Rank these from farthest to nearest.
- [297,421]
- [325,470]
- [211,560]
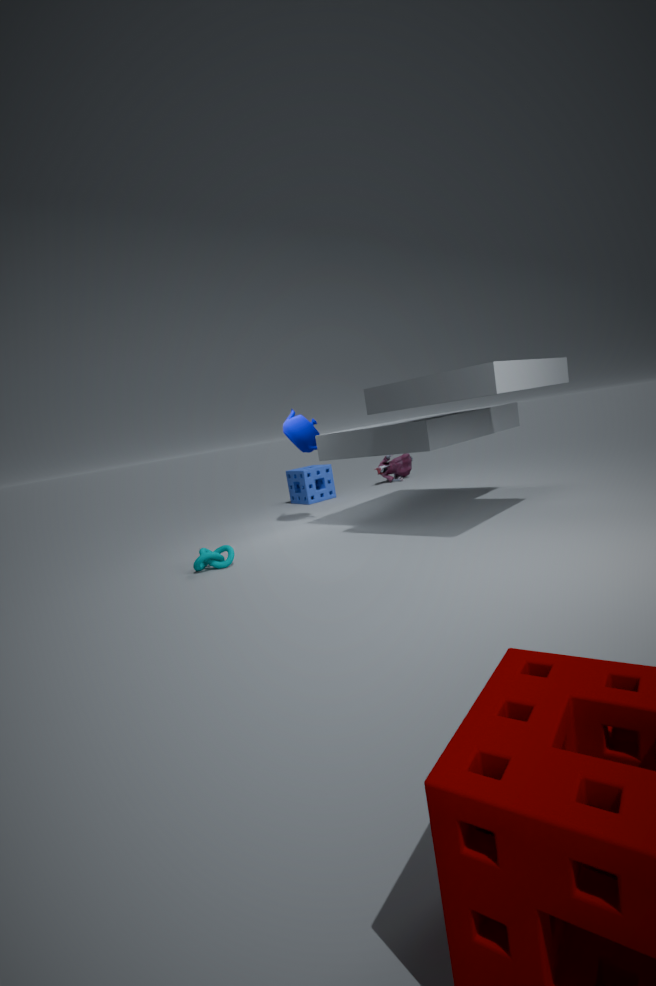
[325,470] < [297,421] < [211,560]
